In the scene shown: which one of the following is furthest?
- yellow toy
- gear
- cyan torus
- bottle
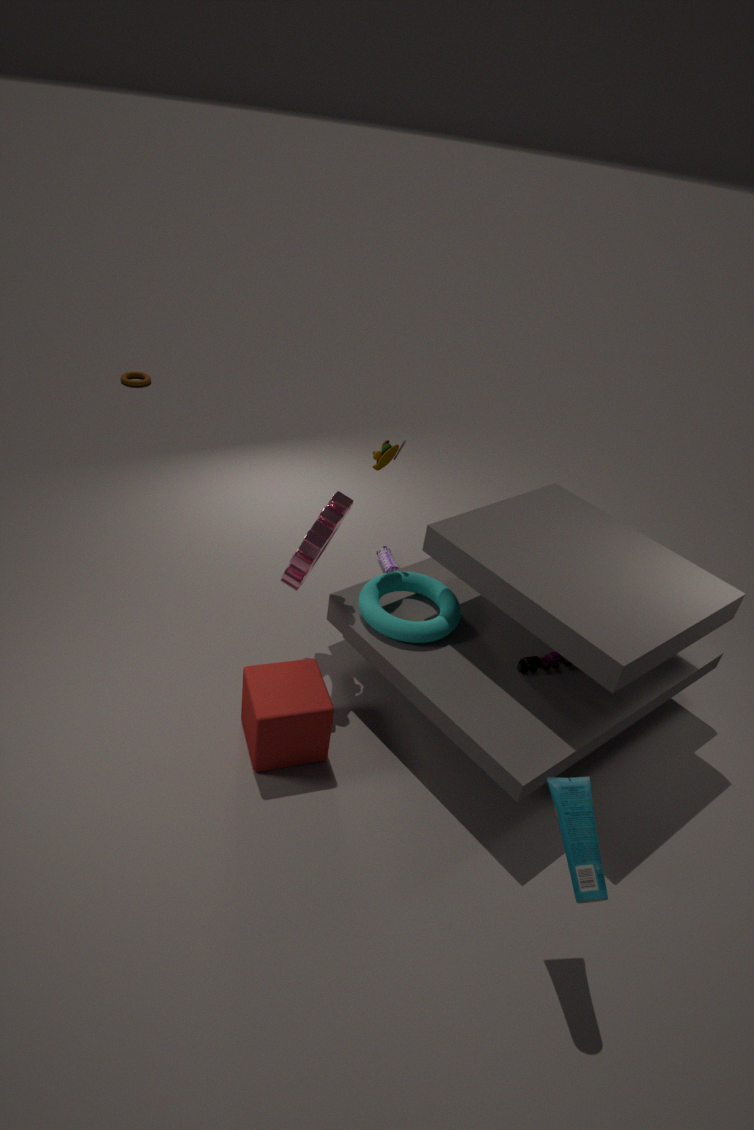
yellow toy
